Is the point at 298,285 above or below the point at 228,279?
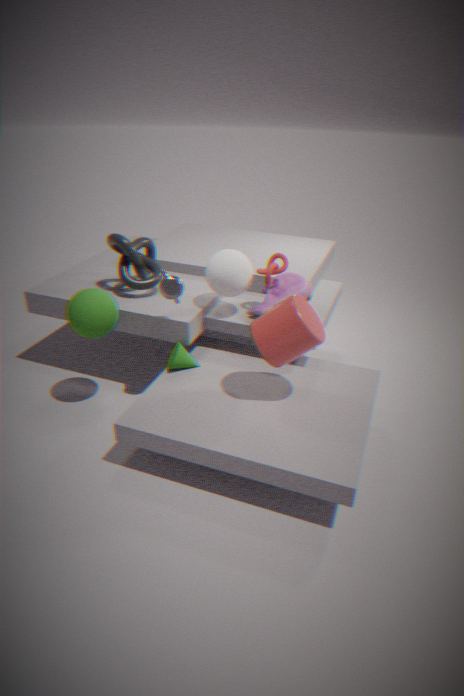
below
